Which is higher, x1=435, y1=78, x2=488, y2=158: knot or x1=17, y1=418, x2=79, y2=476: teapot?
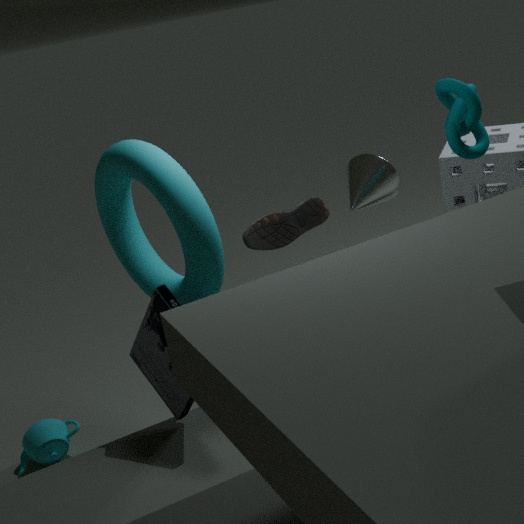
x1=435, y1=78, x2=488, y2=158: knot
